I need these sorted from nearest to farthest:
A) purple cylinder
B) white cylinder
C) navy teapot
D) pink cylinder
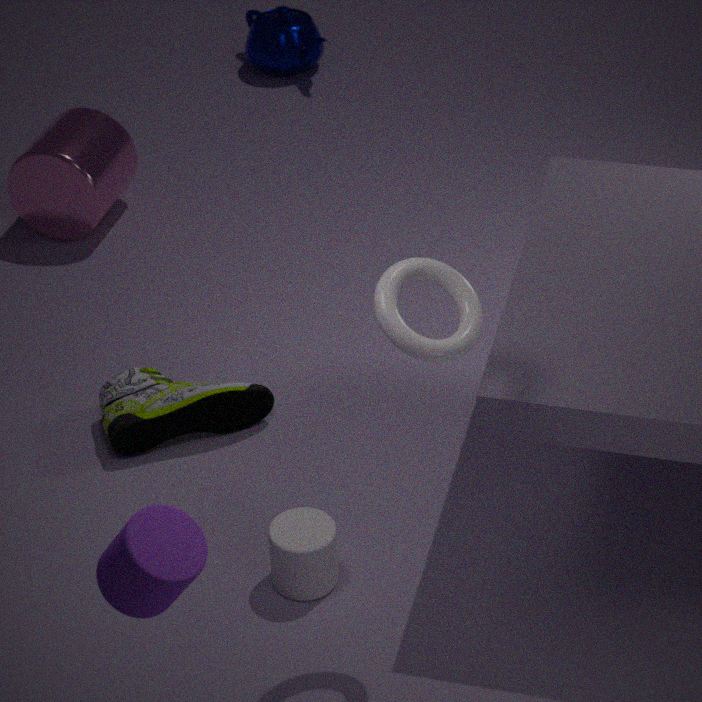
1. purple cylinder
2. white cylinder
3. pink cylinder
4. navy teapot
